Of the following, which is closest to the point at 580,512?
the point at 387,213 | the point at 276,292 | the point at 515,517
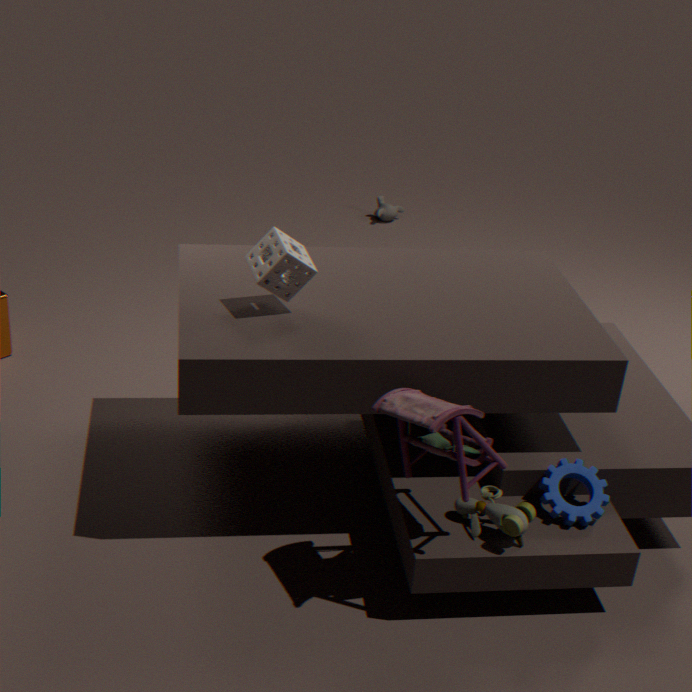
the point at 515,517
